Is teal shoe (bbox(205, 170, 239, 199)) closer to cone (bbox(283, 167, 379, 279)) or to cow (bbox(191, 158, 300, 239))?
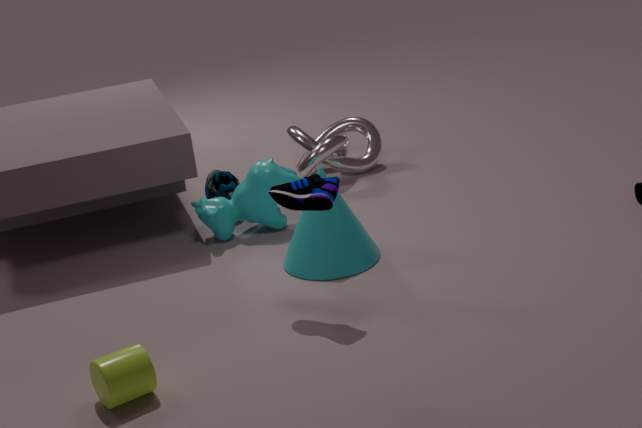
cow (bbox(191, 158, 300, 239))
